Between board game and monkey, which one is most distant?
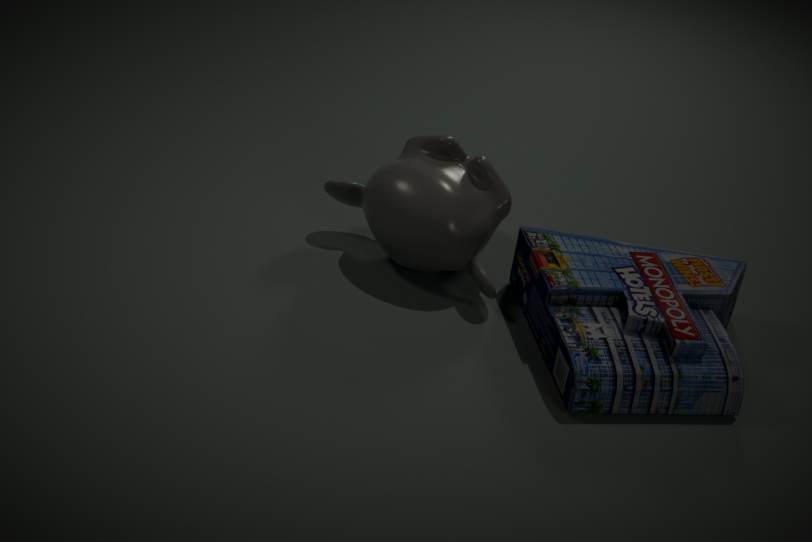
monkey
